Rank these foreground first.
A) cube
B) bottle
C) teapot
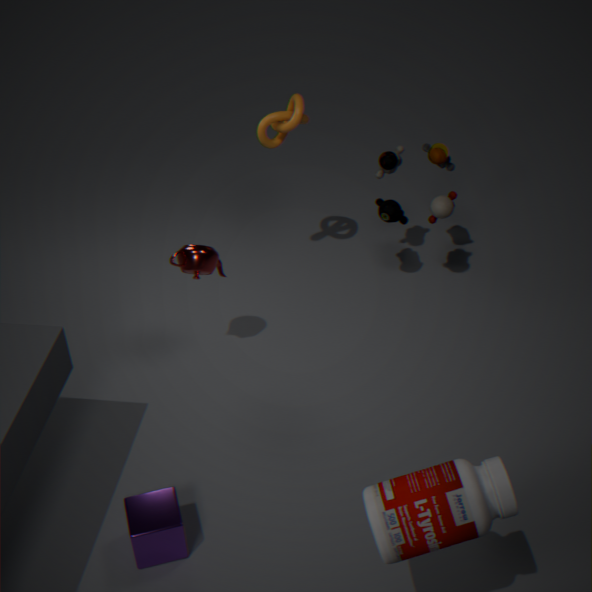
bottle → cube → teapot
